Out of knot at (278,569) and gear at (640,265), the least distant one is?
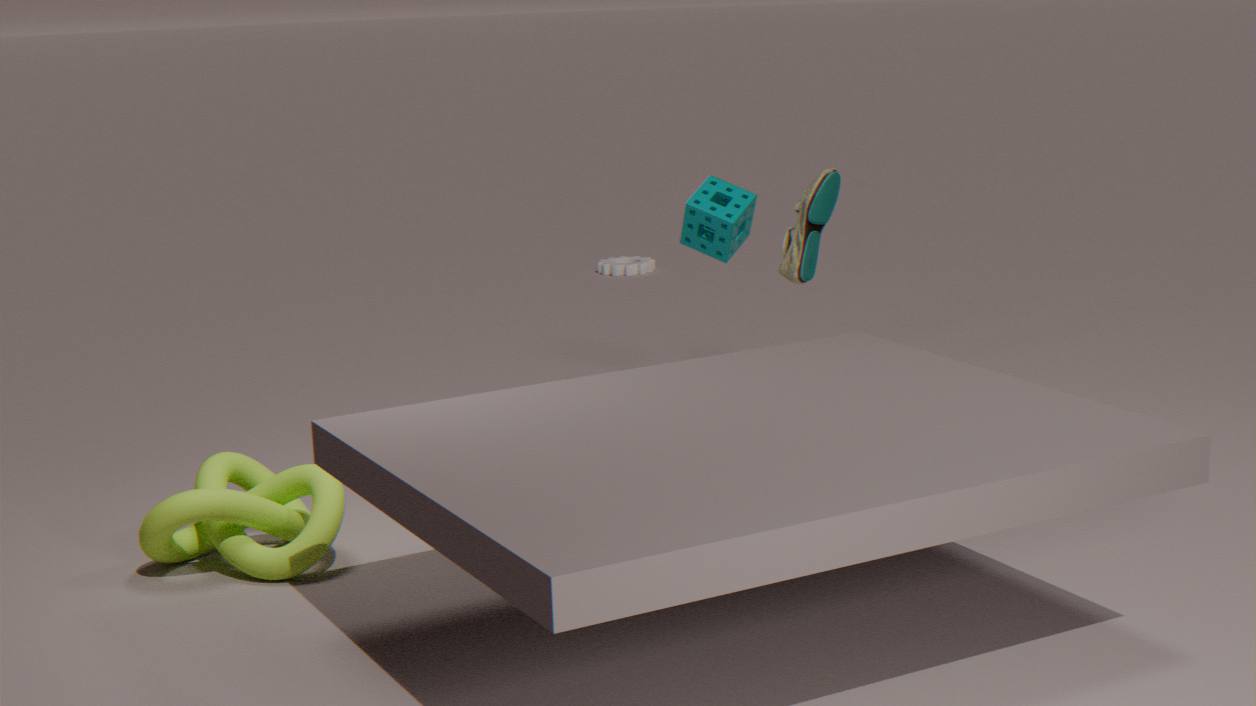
knot at (278,569)
